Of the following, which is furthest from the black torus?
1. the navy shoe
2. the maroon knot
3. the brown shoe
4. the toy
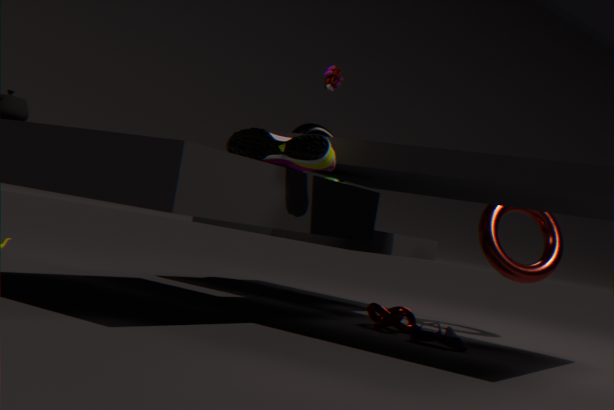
the brown shoe
